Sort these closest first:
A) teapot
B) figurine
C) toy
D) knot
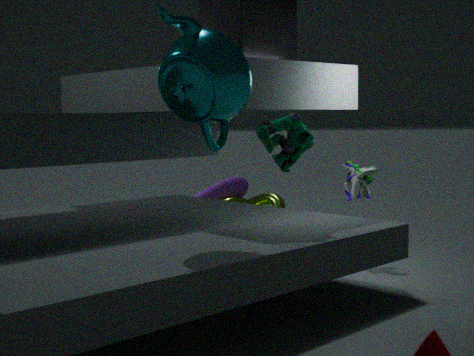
teapot
figurine
toy
knot
